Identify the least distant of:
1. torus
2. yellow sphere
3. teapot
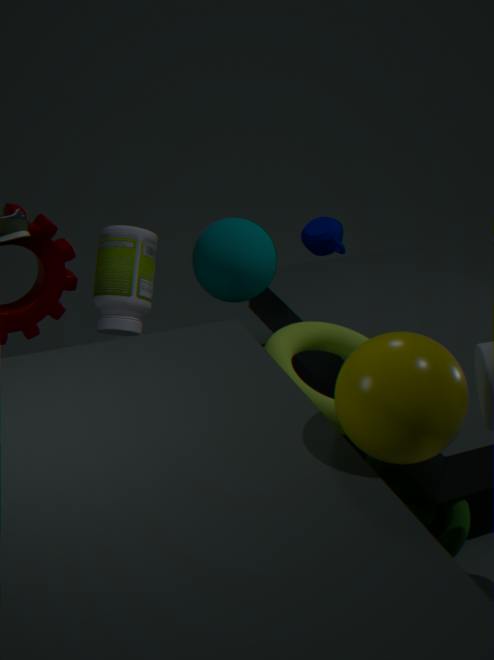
yellow sphere
